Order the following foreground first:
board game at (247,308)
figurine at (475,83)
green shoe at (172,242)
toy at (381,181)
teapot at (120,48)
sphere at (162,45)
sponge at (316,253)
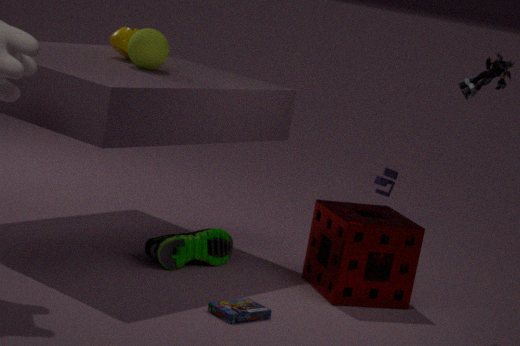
board game at (247,308) → figurine at (475,83) → sponge at (316,253) → green shoe at (172,242) → sphere at (162,45) → teapot at (120,48) → toy at (381,181)
